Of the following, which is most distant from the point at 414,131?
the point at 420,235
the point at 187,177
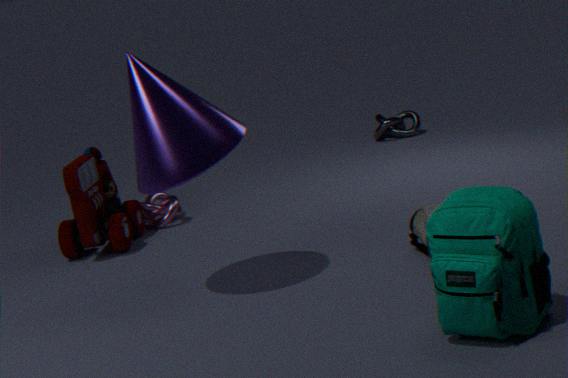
the point at 187,177
